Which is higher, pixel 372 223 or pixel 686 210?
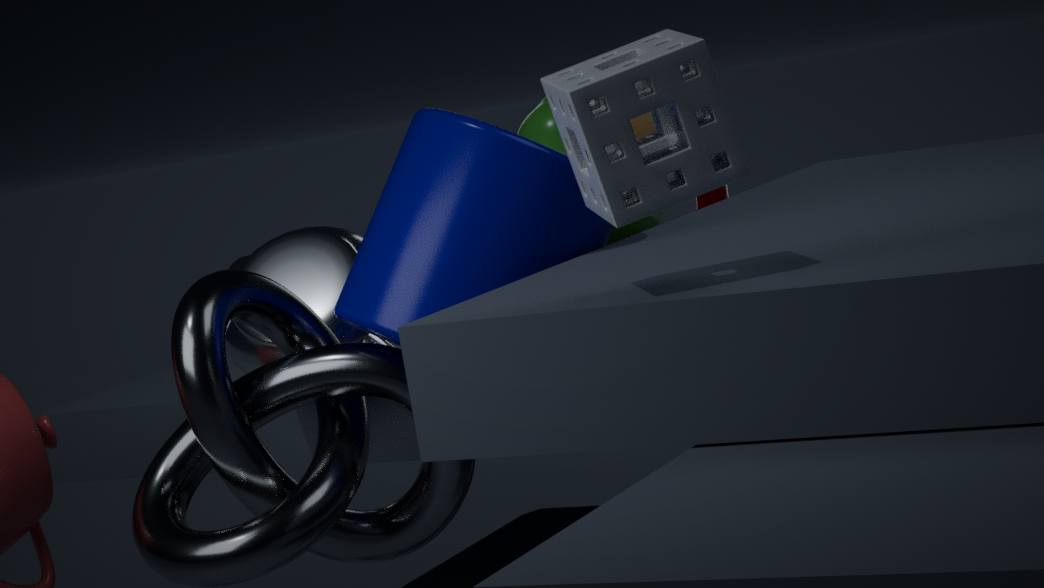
pixel 372 223
